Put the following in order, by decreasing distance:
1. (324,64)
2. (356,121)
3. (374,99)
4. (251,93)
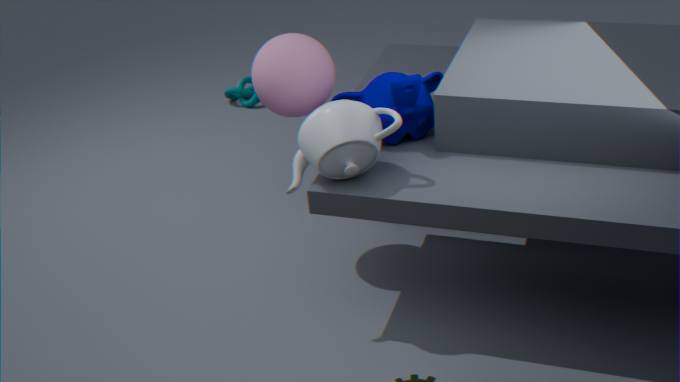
(251,93)
(324,64)
(374,99)
(356,121)
